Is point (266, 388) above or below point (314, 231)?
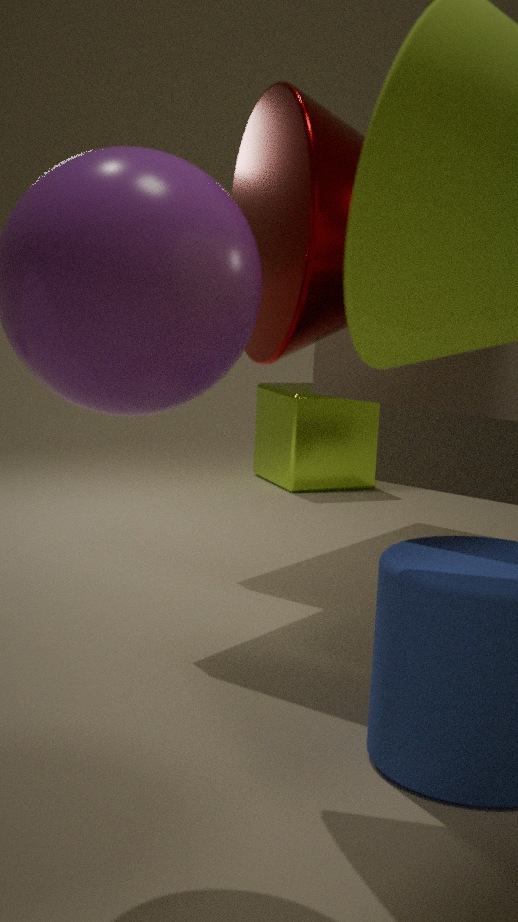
below
